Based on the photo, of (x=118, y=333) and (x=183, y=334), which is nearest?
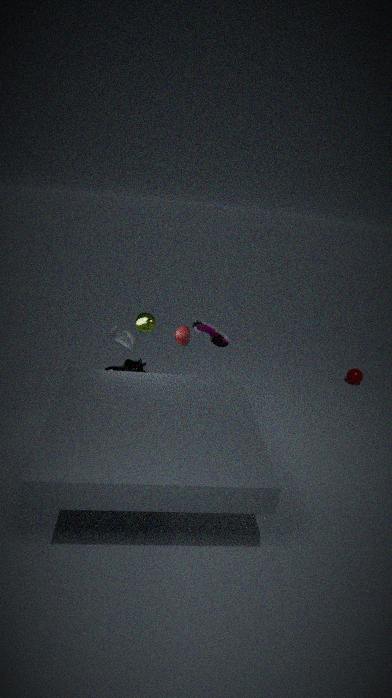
(x=183, y=334)
